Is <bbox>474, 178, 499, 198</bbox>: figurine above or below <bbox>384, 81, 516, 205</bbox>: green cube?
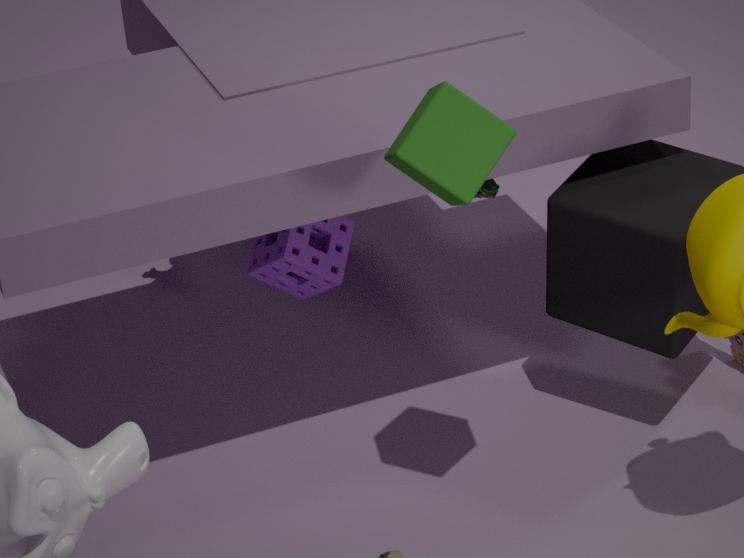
below
